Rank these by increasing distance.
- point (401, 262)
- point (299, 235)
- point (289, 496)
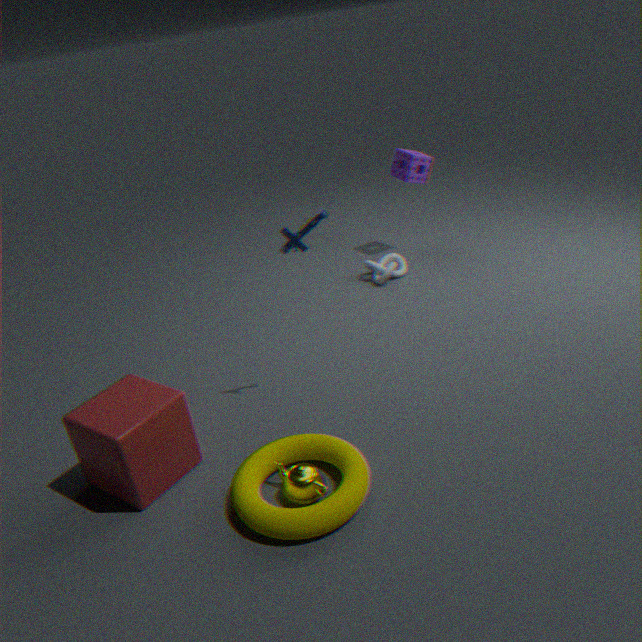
point (289, 496) → point (299, 235) → point (401, 262)
